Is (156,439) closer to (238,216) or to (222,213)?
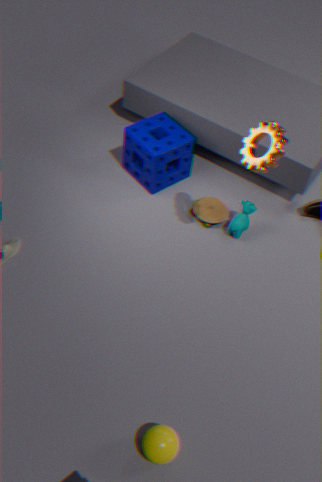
(238,216)
